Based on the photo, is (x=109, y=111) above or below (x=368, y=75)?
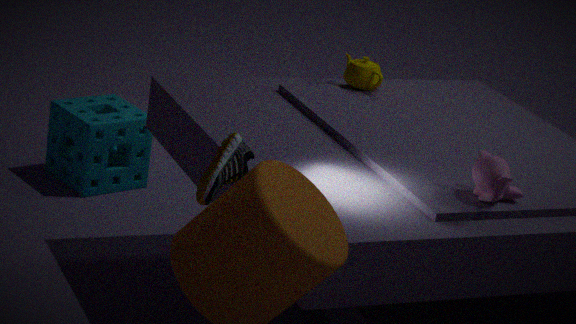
below
